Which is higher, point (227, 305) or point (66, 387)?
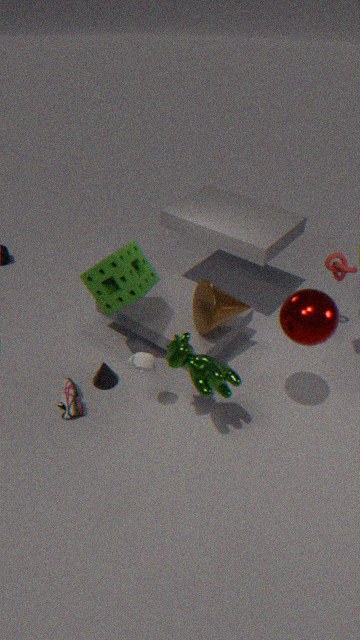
point (227, 305)
